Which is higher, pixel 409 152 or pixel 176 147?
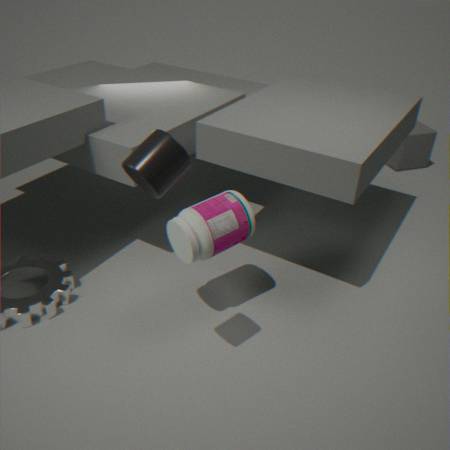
pixel 176 147
